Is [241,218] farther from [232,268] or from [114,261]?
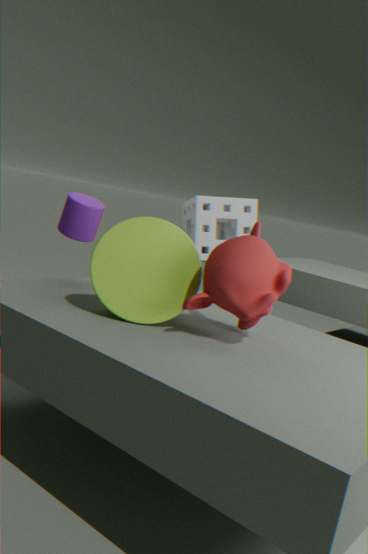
[232,268]
